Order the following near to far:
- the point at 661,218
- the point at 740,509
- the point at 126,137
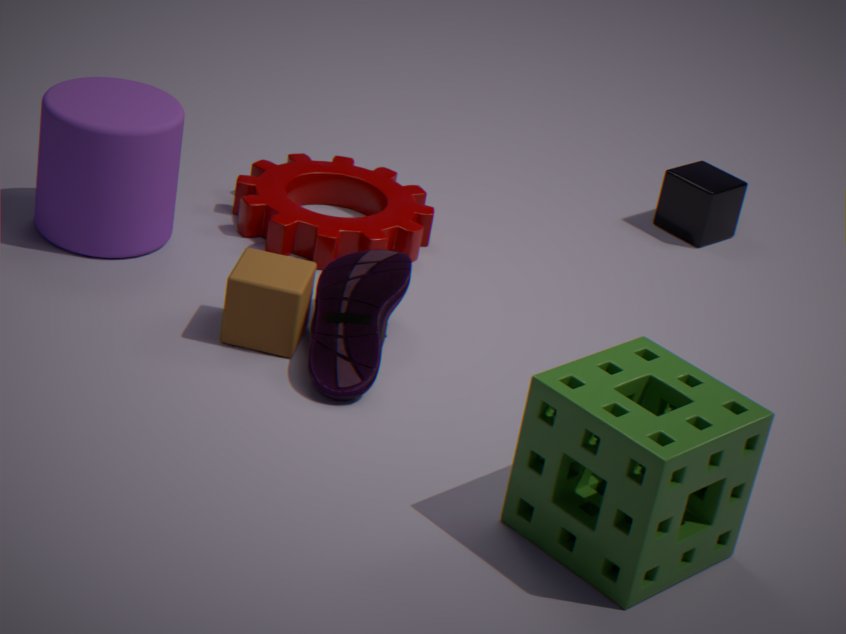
the point at 740,509
the point at 126,137
the point at 661,218
